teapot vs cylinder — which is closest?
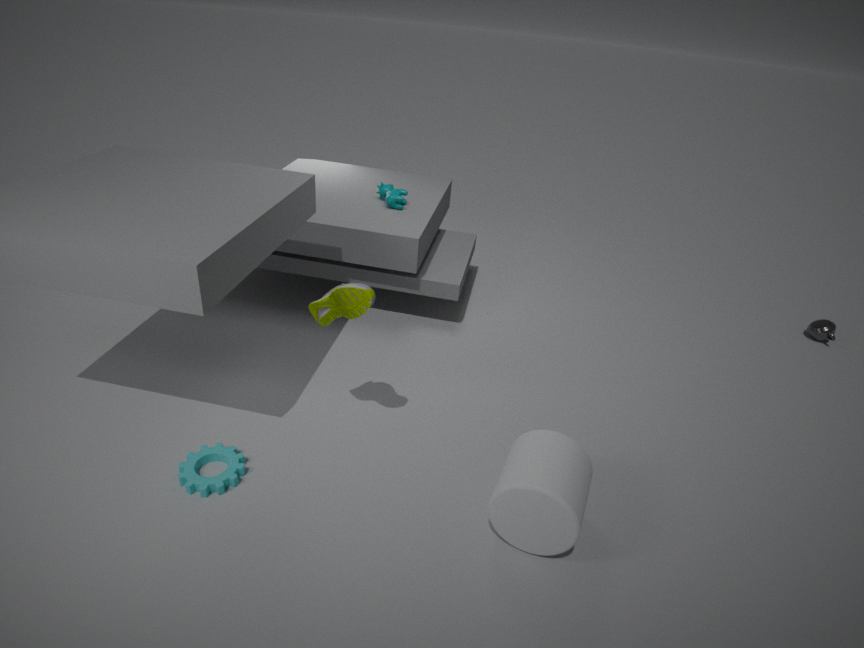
cylinder
